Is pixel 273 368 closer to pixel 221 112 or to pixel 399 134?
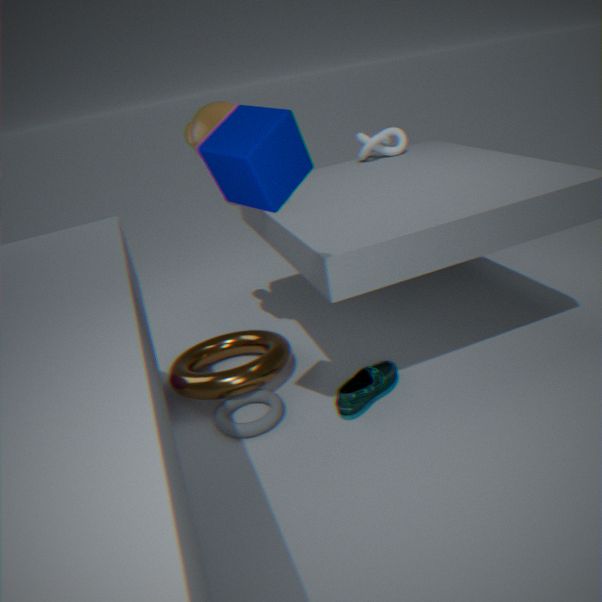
pixel 221 112
